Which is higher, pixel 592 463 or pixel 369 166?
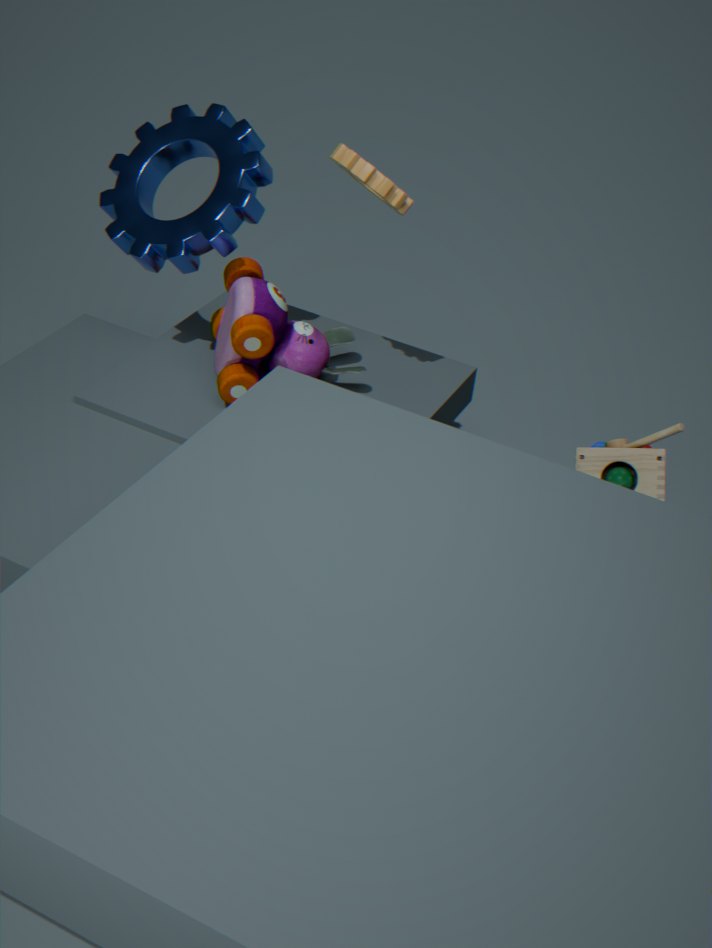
pixel 369 166
